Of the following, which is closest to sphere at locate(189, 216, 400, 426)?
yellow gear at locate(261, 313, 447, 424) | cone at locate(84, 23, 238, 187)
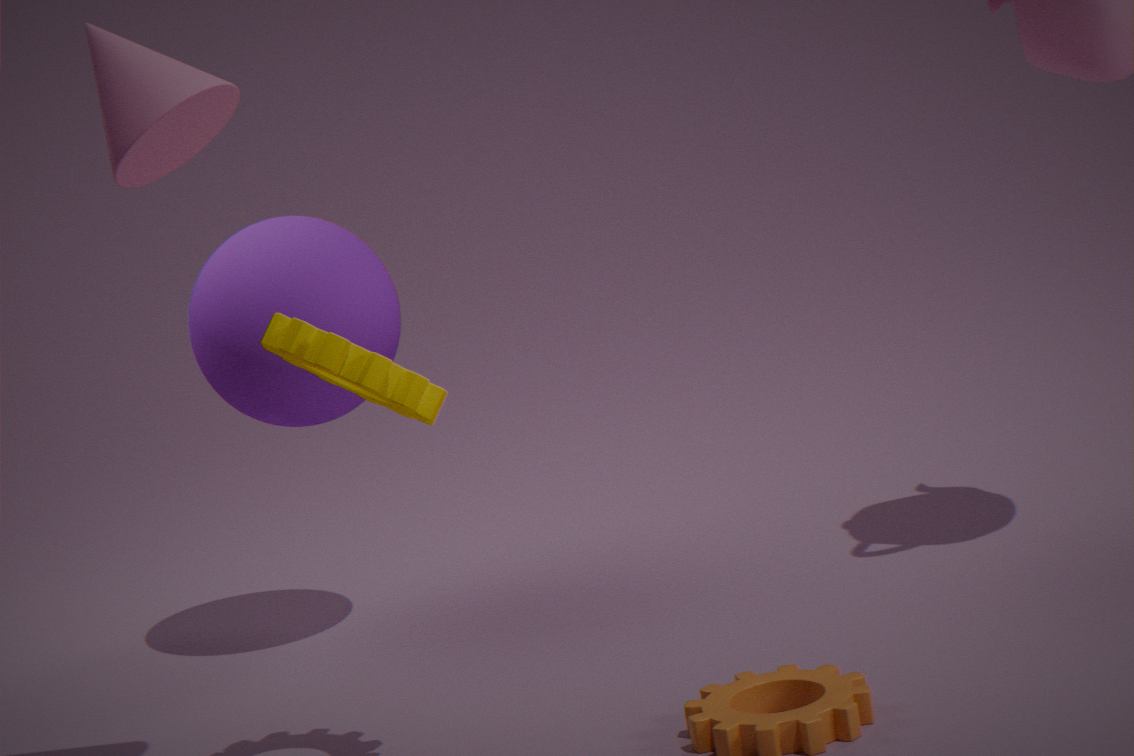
yellow gear at locate(261, 313, 447, 424)
